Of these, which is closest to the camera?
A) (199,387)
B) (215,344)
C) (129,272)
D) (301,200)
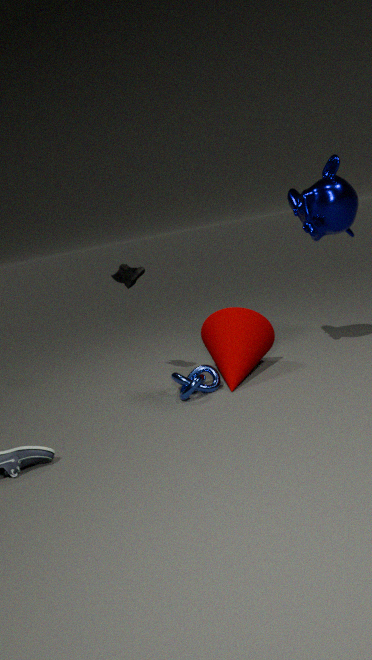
(301,200)
